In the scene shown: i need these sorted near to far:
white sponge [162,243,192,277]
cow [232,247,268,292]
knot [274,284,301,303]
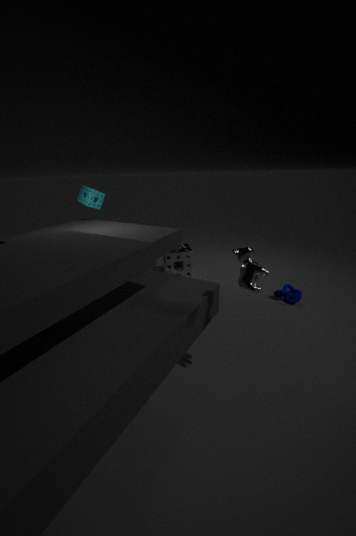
cow [232,247,268,292] < knot [274,284,301,303] < white sponge [162,243,192,277]
